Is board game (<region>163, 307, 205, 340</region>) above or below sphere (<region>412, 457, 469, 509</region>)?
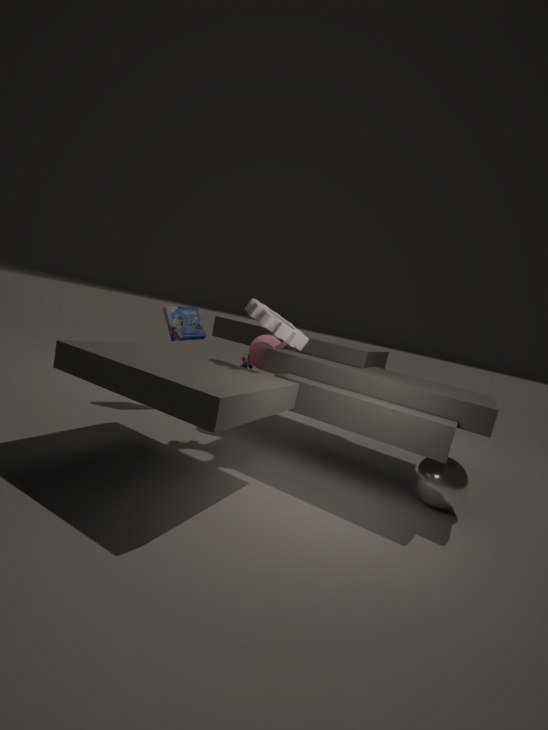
above
